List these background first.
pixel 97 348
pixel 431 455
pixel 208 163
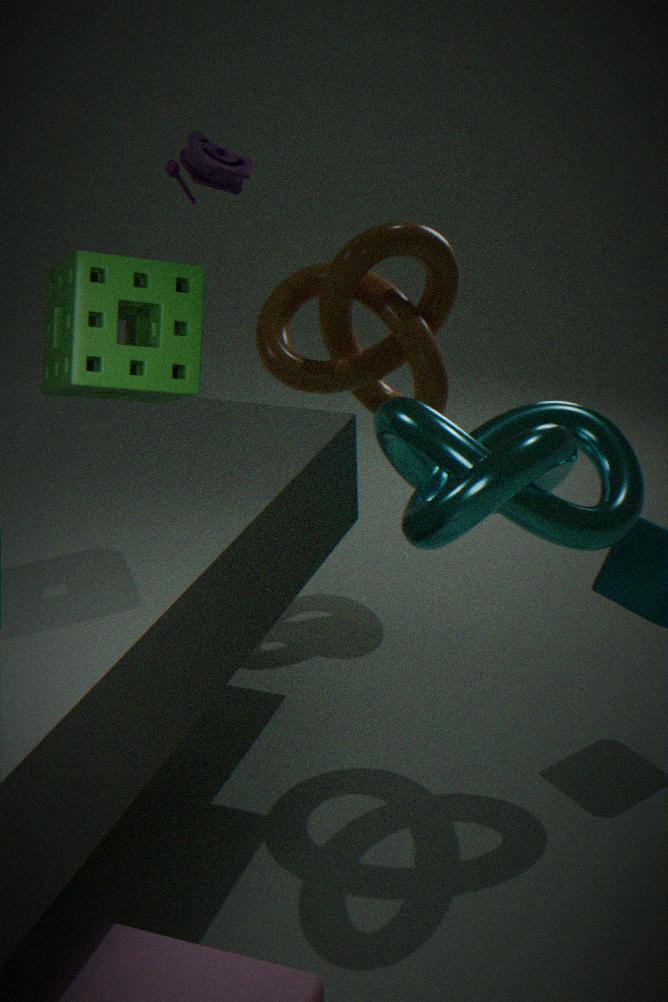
pixel 208 163 < pixel 431 455 < pixel 97 348
